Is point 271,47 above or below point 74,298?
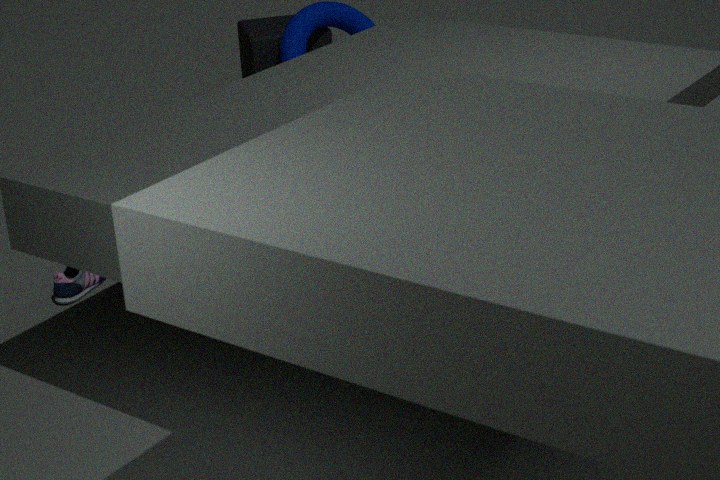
above
